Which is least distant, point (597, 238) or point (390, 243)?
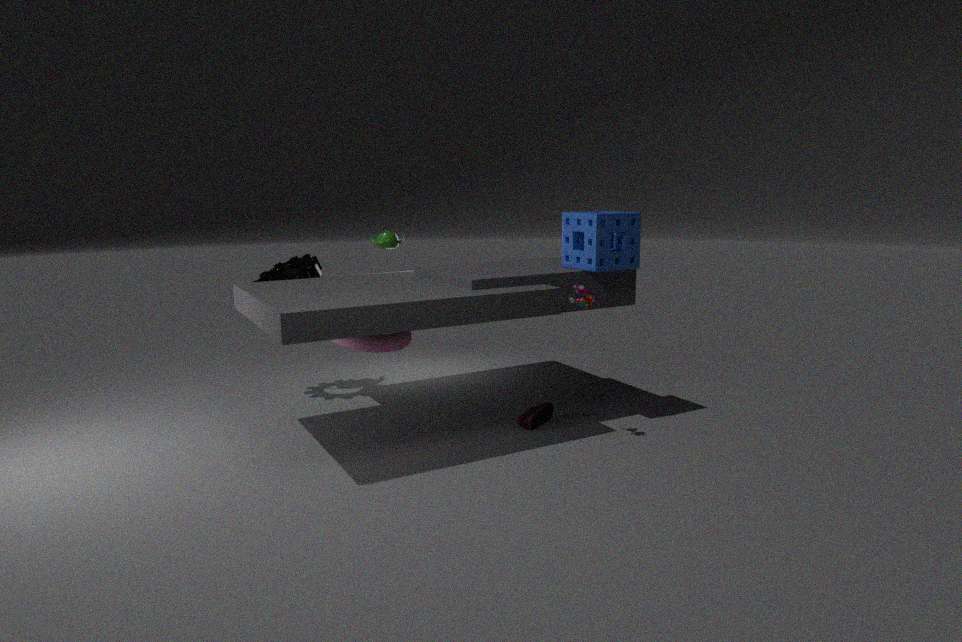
point (597, 238)
